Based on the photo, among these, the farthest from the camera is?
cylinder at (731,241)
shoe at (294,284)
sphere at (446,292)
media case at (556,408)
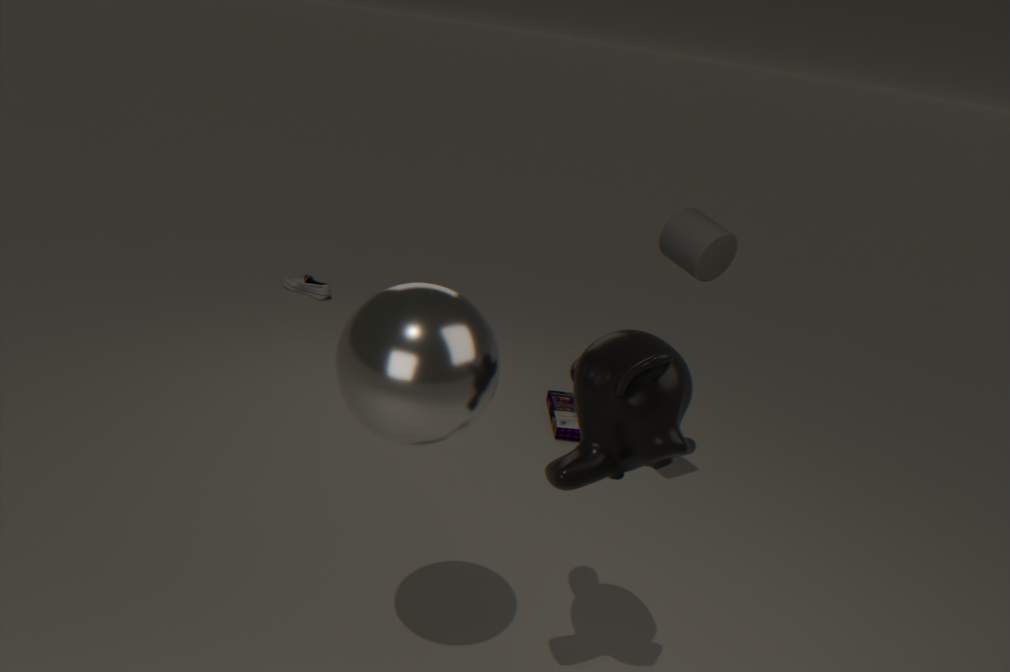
shoe at (294,284)
